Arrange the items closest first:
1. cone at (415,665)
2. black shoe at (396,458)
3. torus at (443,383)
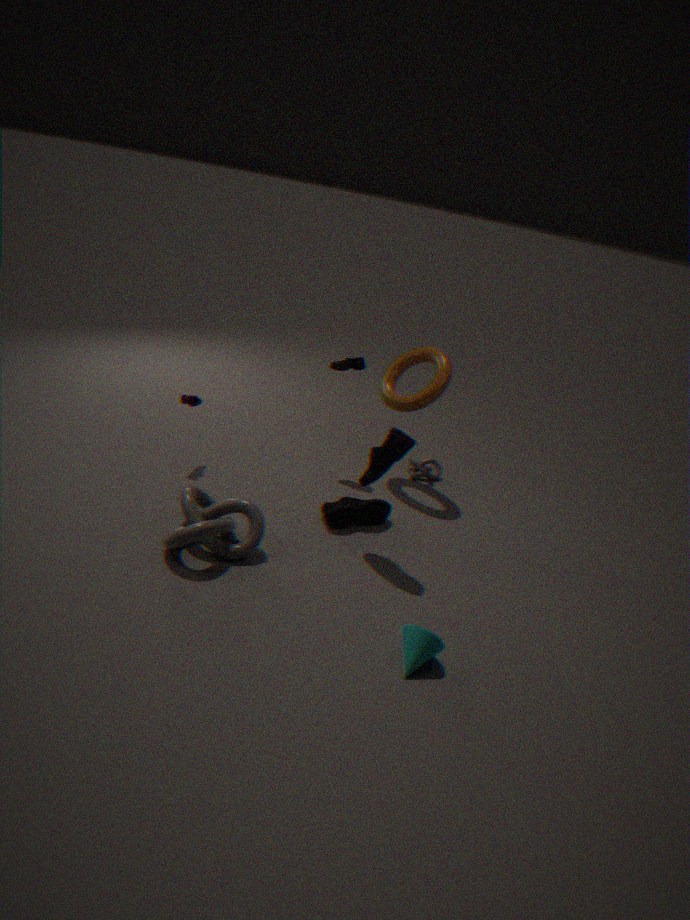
cone at (415,665), black shoe at (396,458), torus at (443,383)
